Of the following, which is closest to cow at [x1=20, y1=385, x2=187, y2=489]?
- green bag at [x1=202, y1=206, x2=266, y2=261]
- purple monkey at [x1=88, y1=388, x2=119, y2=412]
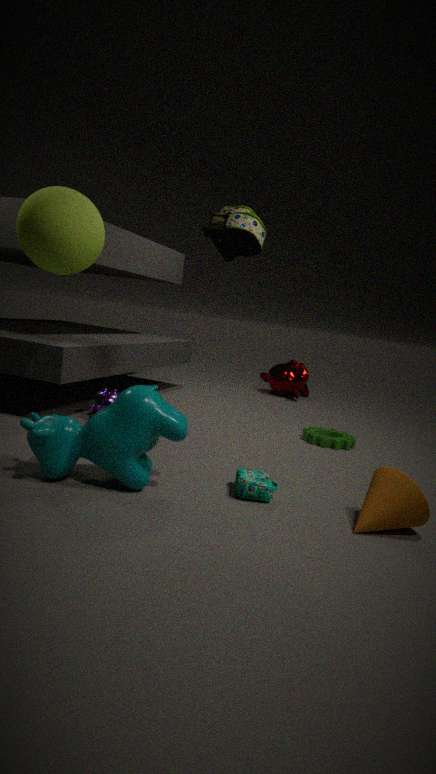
purple monkey at [x1=88, y1=388, x2=119, y2=412]
